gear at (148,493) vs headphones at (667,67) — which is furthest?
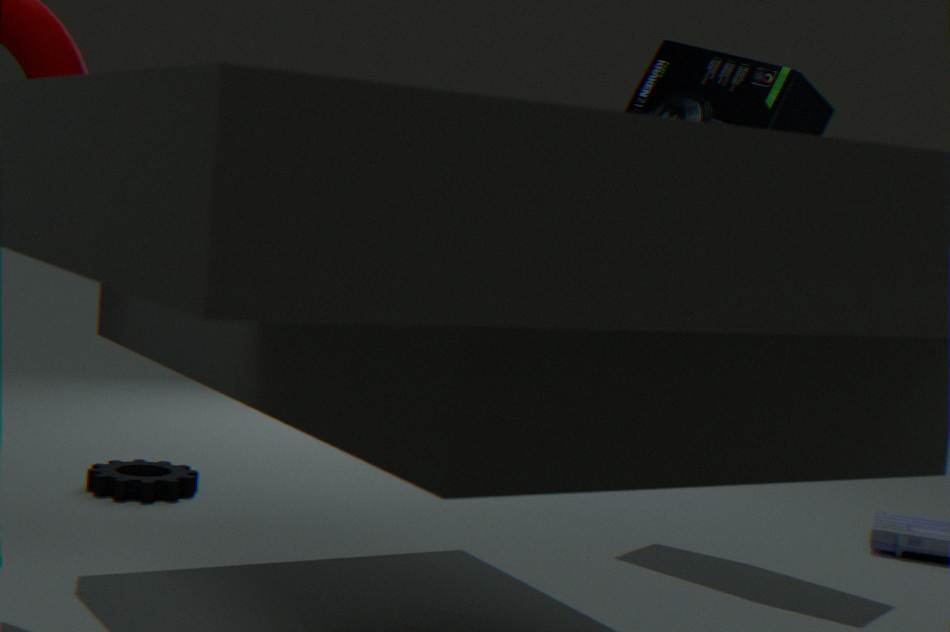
gear at (148,493)
